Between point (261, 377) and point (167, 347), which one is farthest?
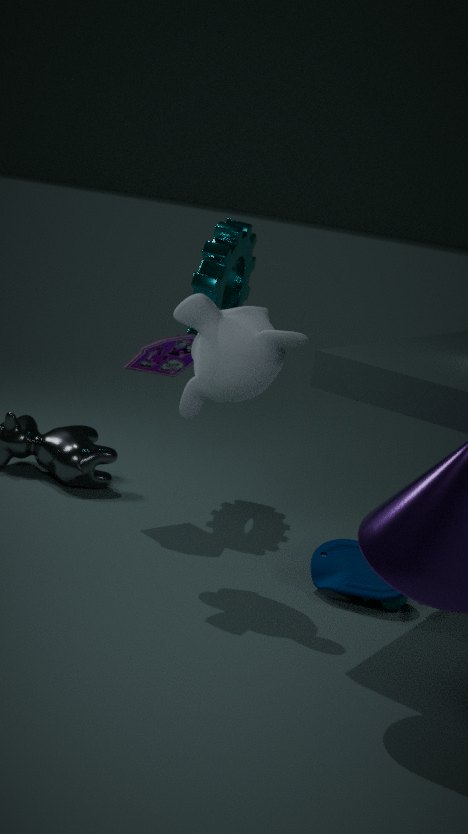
point (167, 347)
